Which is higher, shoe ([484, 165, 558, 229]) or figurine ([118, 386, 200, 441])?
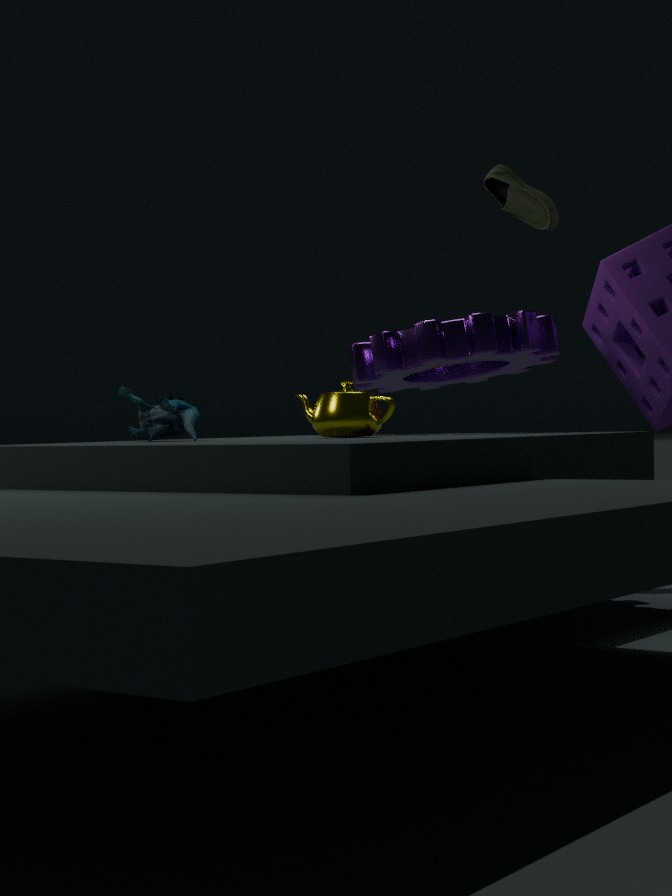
shoe ([484, 165, 558, 229])
